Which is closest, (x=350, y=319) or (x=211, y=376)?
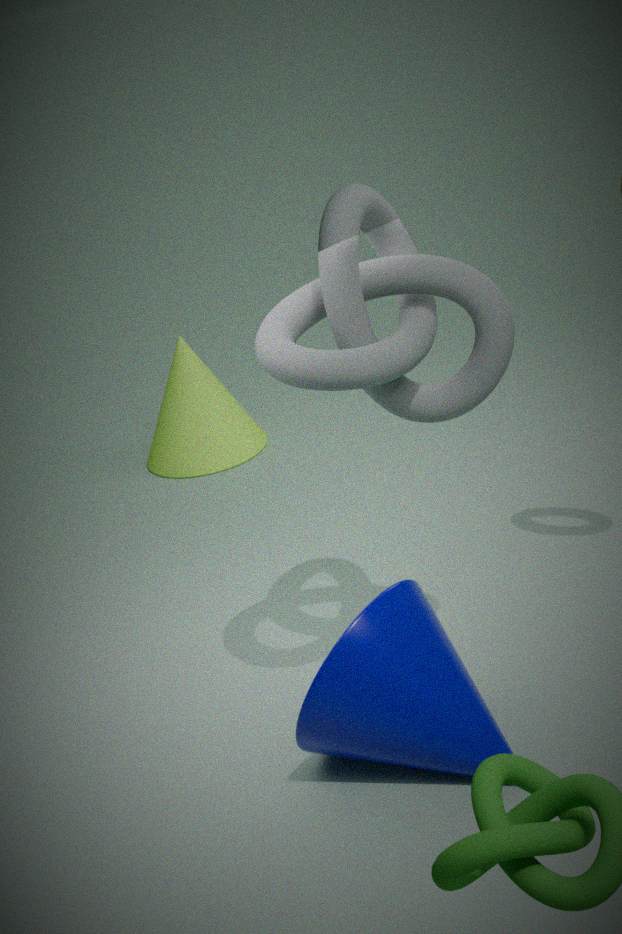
(x=350, y=319)
